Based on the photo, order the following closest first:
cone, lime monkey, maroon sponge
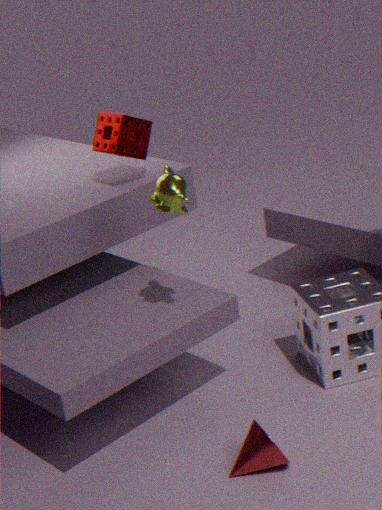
cone → lime monkey → maroon sponge
